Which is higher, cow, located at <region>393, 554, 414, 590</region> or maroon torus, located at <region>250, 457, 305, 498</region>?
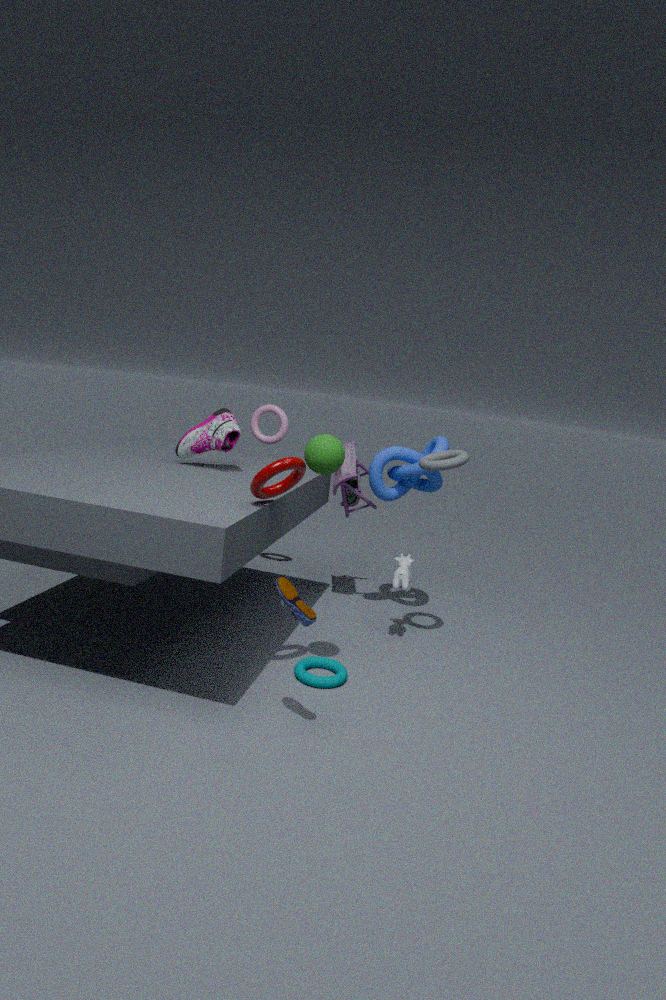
maroon torus, located at <region>250, 457, 305, 498</region>
